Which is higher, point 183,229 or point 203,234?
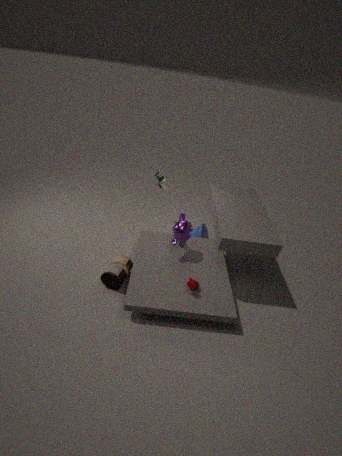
point 183,229
